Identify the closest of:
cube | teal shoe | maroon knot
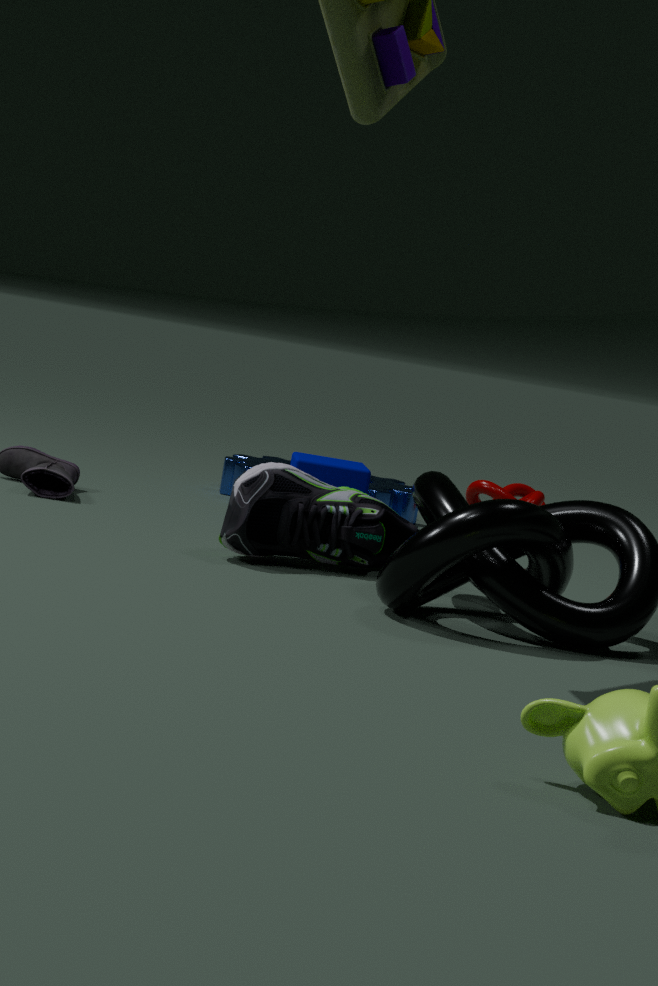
teal shoe
